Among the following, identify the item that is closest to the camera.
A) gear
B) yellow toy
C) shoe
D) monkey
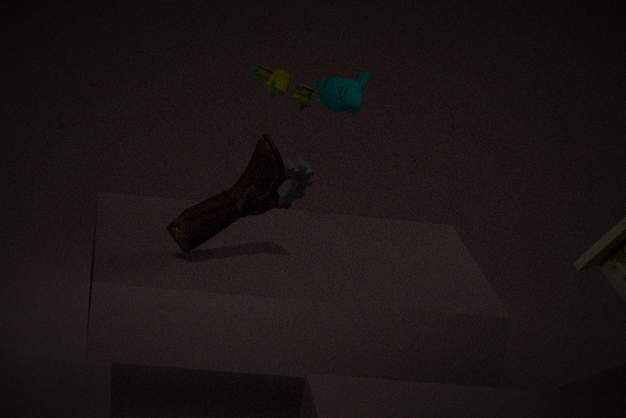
shoe
